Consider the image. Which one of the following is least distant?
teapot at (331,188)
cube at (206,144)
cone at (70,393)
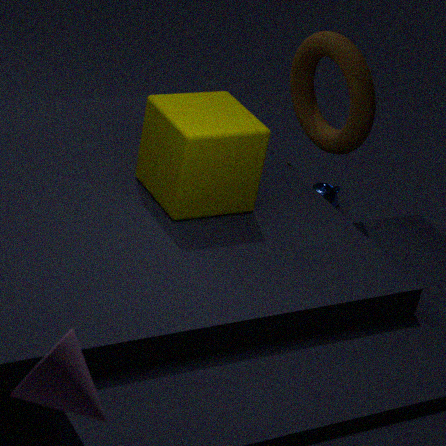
cone at (70,393)
